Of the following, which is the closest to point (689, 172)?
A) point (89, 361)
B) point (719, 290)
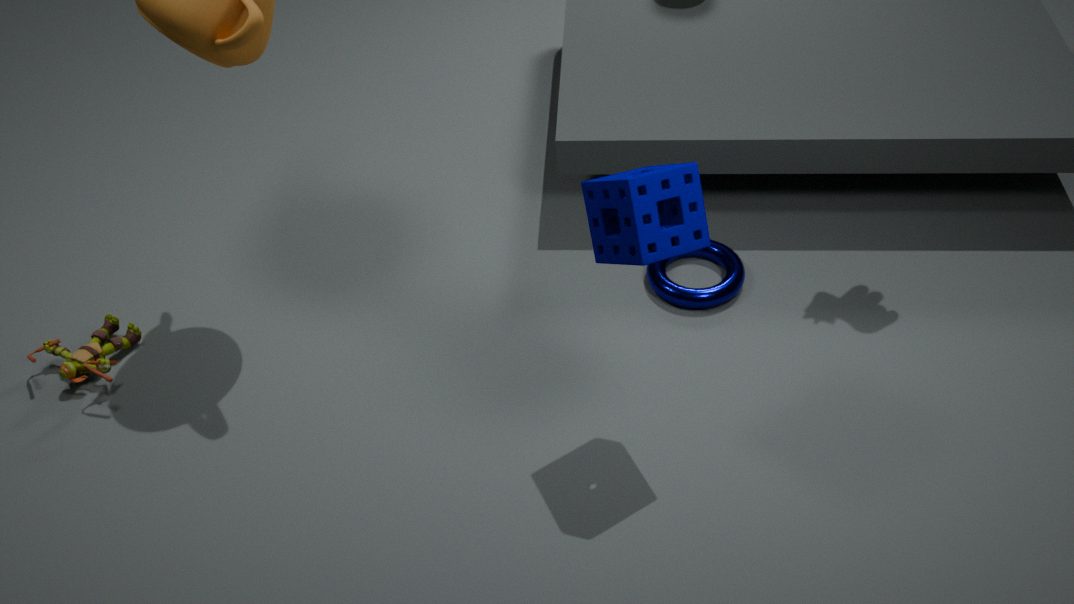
point (719, 290)
